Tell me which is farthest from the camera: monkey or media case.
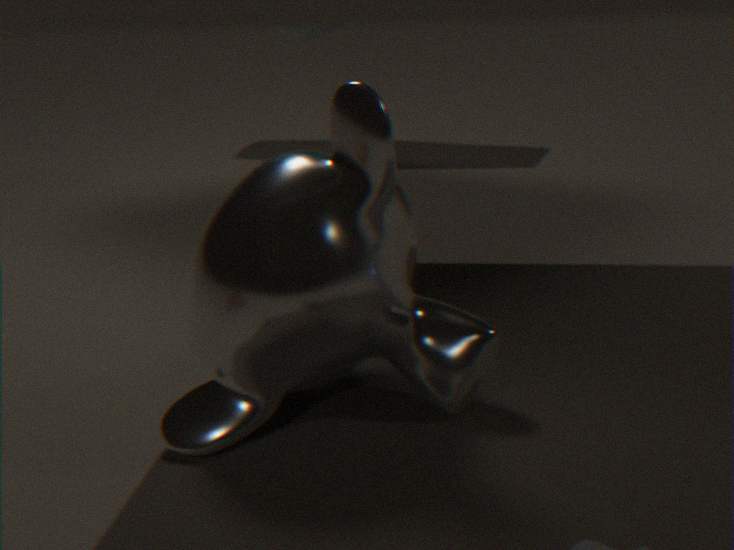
monkey
